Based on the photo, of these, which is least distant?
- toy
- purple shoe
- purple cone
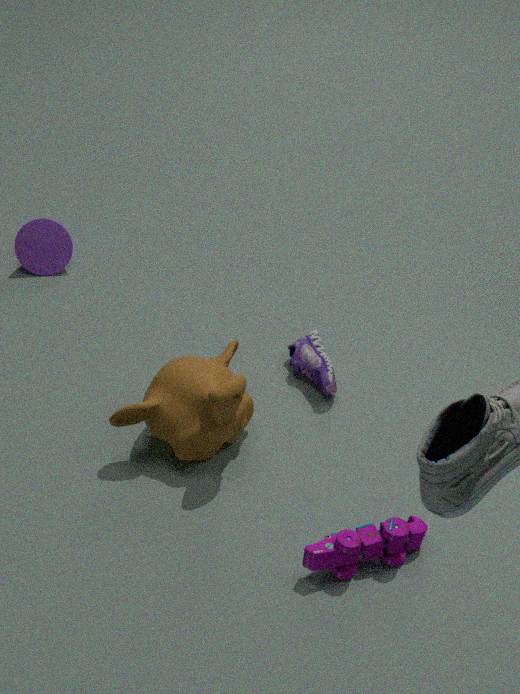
toy
